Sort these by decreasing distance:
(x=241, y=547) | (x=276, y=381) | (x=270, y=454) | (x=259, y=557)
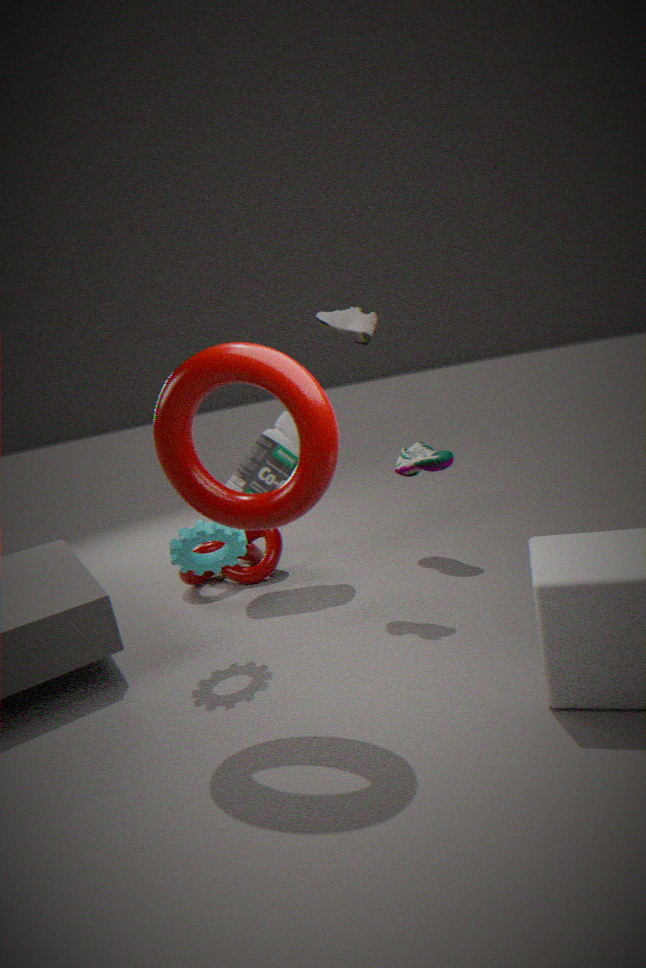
(x=259, y=557)
(x=270, y=454)
(x=241, y=547)
(x=276, y=381)
